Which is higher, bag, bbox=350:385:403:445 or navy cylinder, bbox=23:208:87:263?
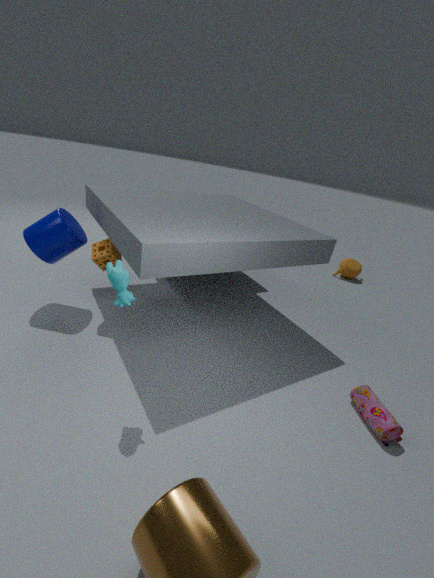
navy cylinder, bbox=23:208:87:263
